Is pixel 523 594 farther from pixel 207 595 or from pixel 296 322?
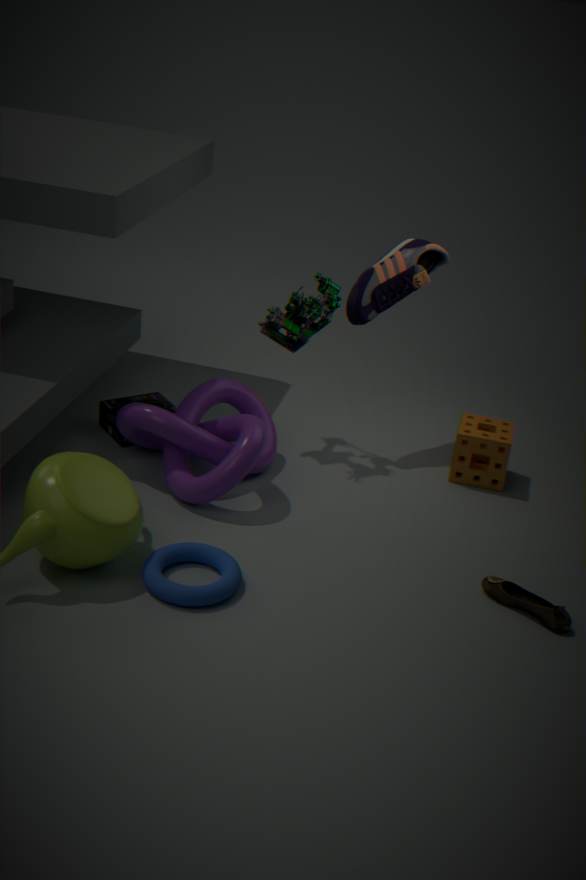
pixel 296 322
